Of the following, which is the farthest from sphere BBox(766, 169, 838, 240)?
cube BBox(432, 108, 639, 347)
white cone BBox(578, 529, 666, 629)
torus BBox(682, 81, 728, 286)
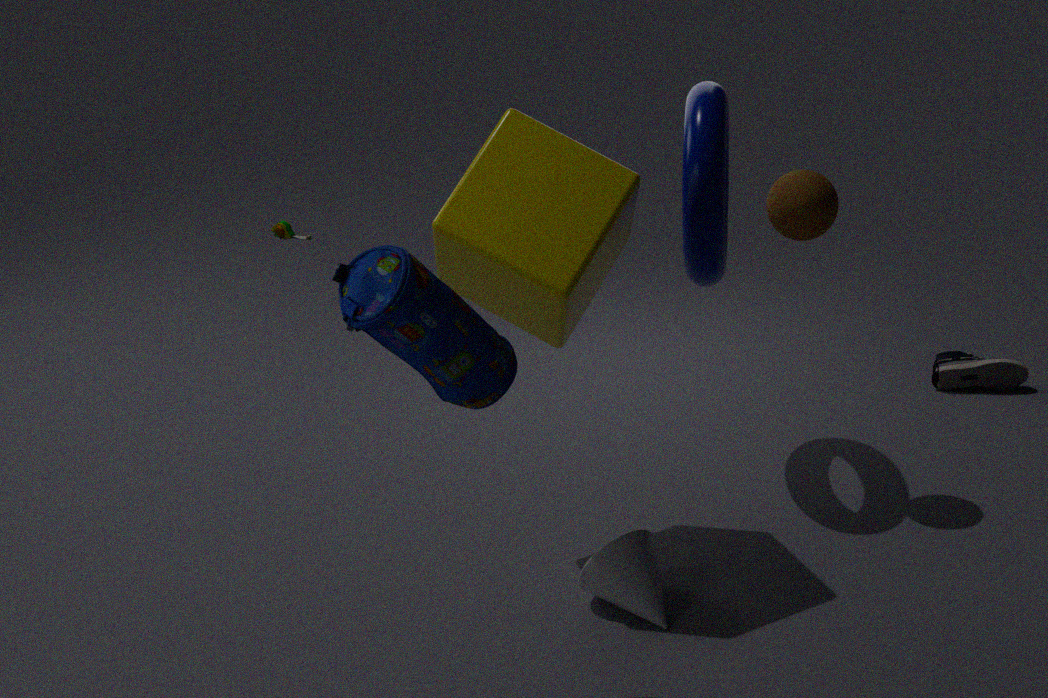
white cone BBox(578, 529, 666, 629)
